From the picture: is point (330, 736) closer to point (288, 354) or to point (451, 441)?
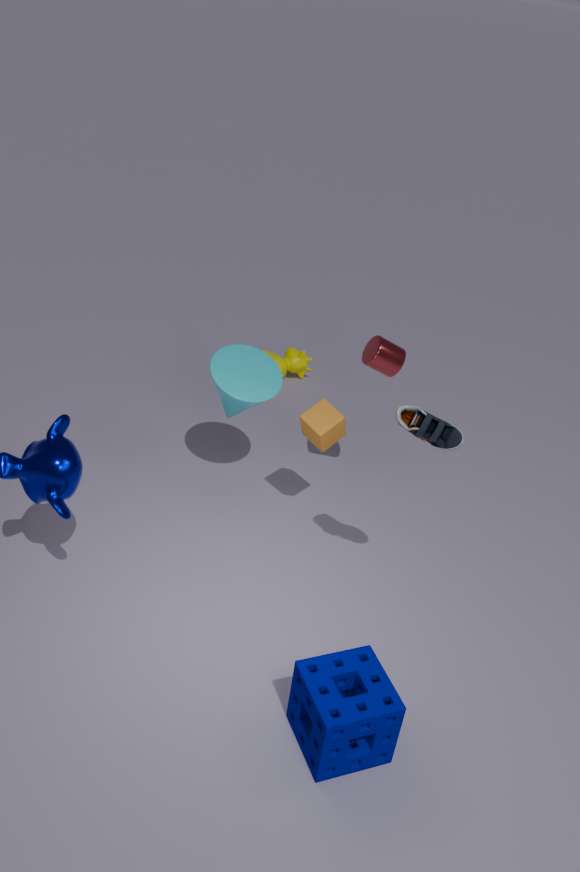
point (451, 441)
